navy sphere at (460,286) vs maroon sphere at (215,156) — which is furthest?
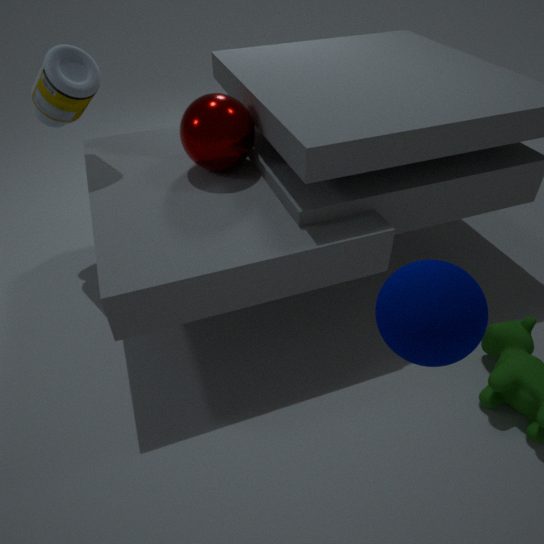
maroon sphere at (215,156)
